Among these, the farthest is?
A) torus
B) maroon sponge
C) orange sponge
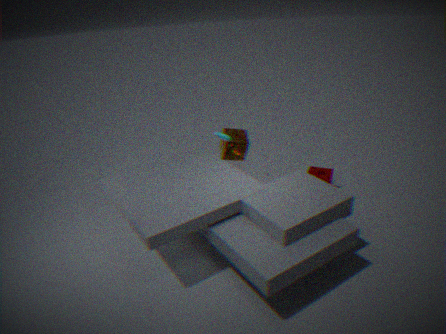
orange sponge
